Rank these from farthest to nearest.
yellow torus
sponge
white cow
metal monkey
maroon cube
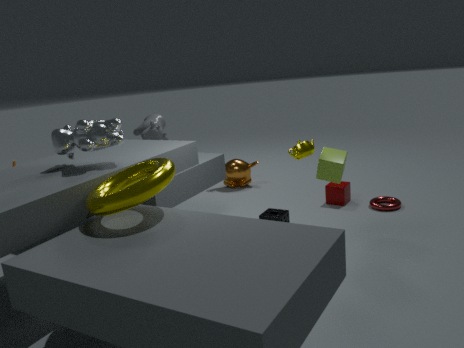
metal monkey < maroon cube < sponge < white cow < yellow torus
